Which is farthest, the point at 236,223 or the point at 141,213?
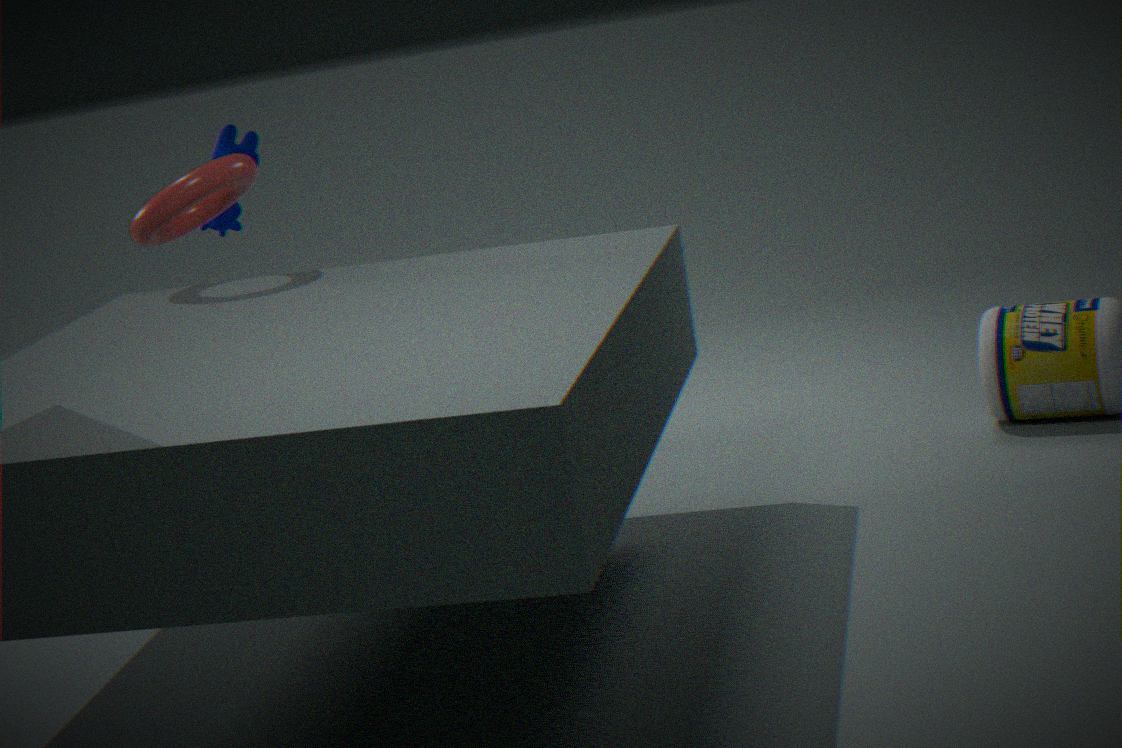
the point at 236,223
